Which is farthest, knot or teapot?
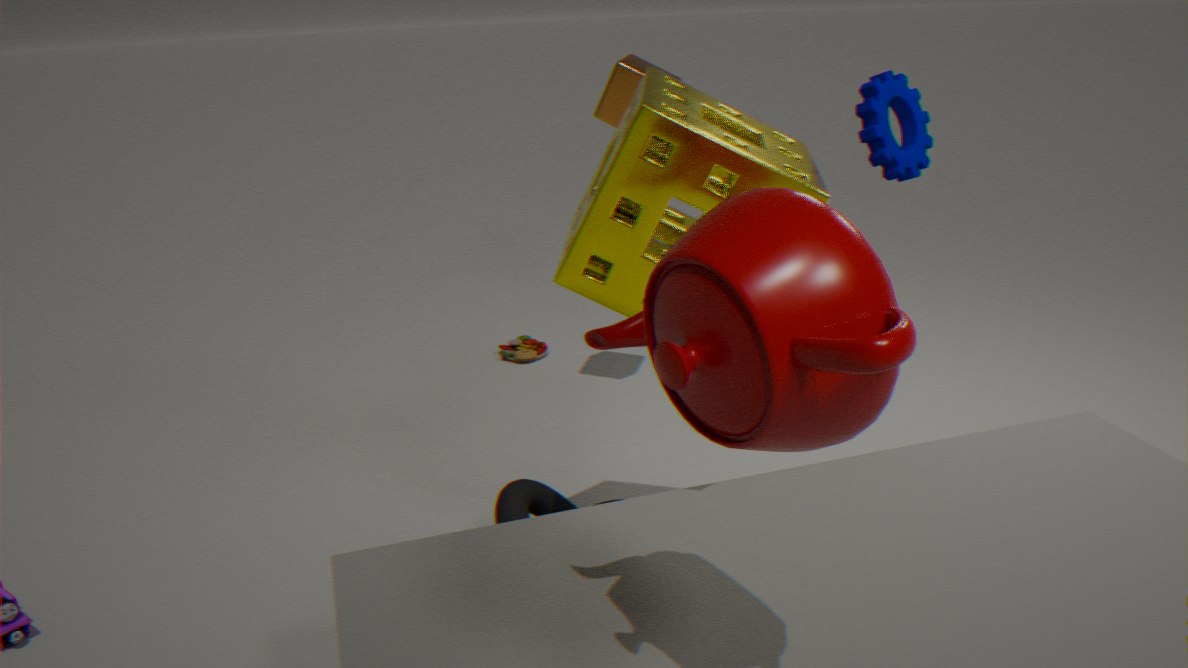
knot
